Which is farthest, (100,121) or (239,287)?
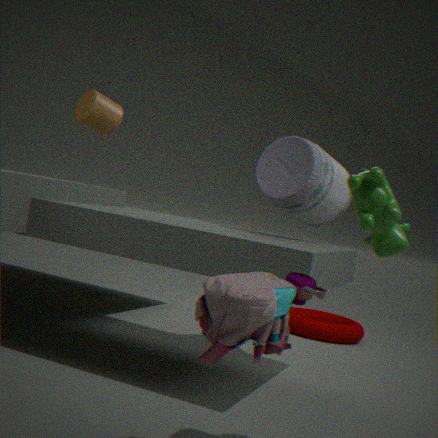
(100,121)
